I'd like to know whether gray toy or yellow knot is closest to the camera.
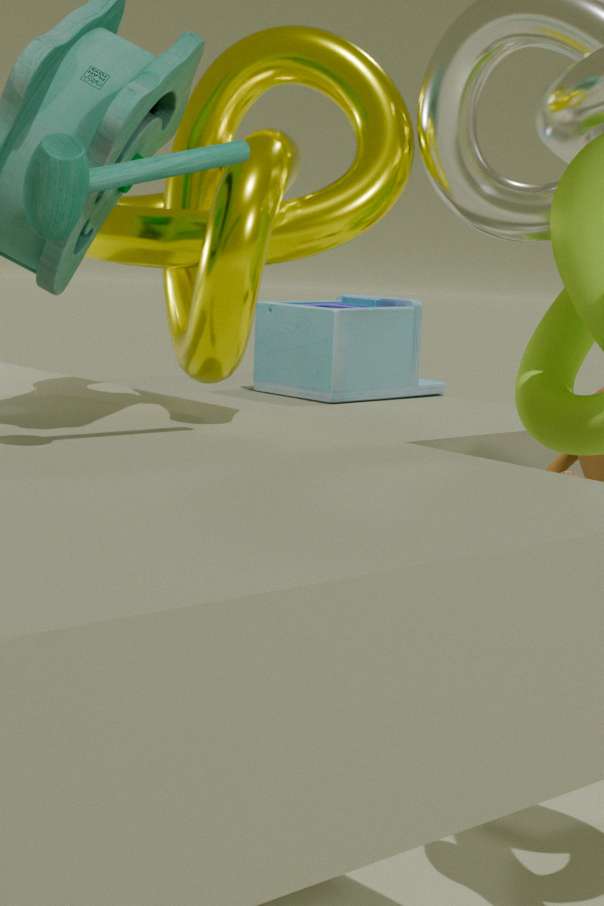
yellow knot
